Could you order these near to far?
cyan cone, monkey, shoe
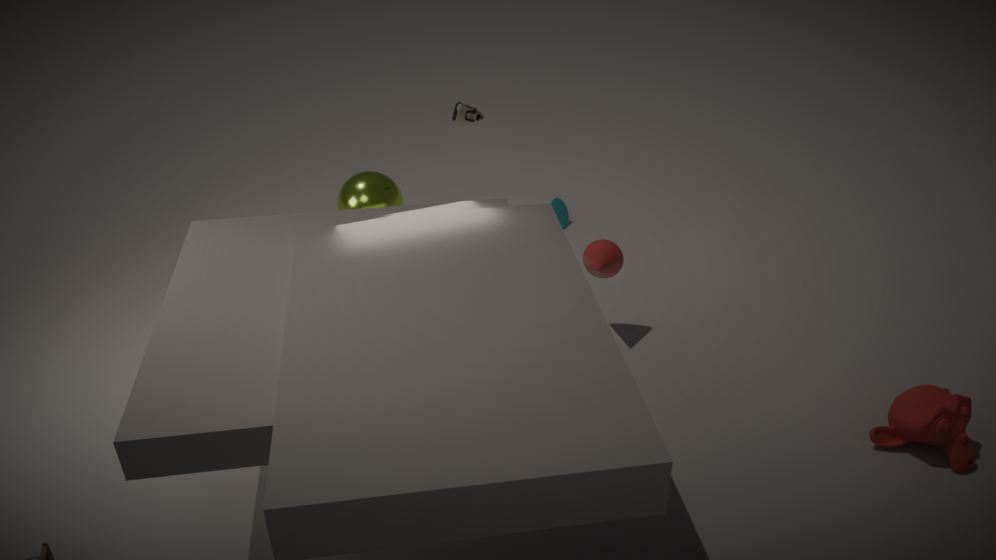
monkey, shoe, cyan cone
